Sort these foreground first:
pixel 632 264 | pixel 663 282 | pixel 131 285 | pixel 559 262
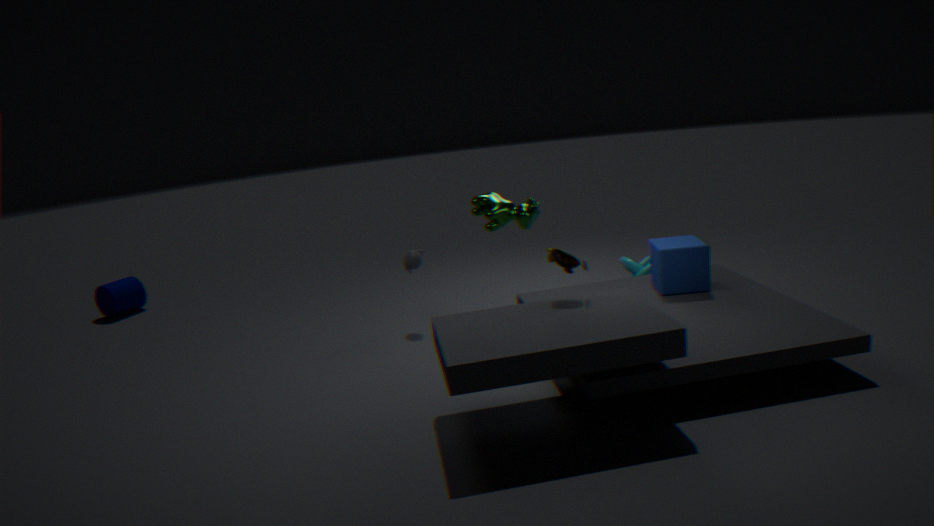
pixel 559 262
pixel 663 282
pixel 632 264
pixel 131 285
